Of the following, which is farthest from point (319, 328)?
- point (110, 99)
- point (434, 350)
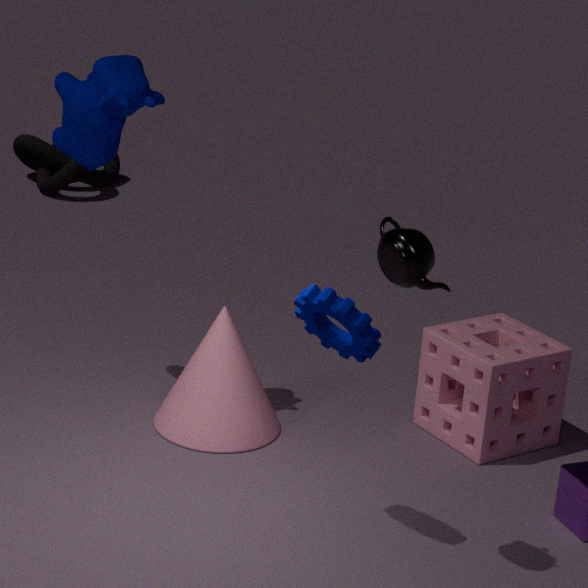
point (110, 99)
